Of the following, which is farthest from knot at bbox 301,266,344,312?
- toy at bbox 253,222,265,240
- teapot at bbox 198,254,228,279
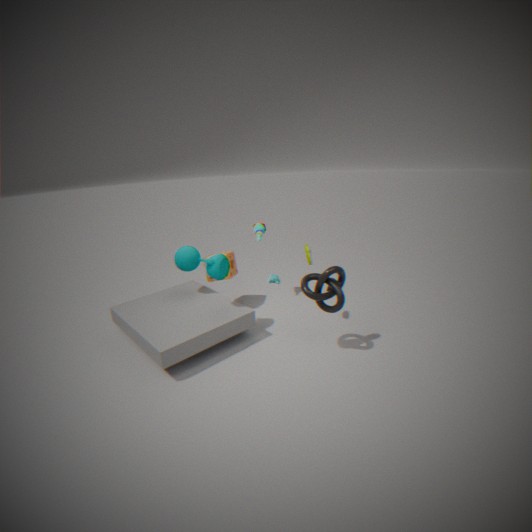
toy at bbox 253,222,265,240
